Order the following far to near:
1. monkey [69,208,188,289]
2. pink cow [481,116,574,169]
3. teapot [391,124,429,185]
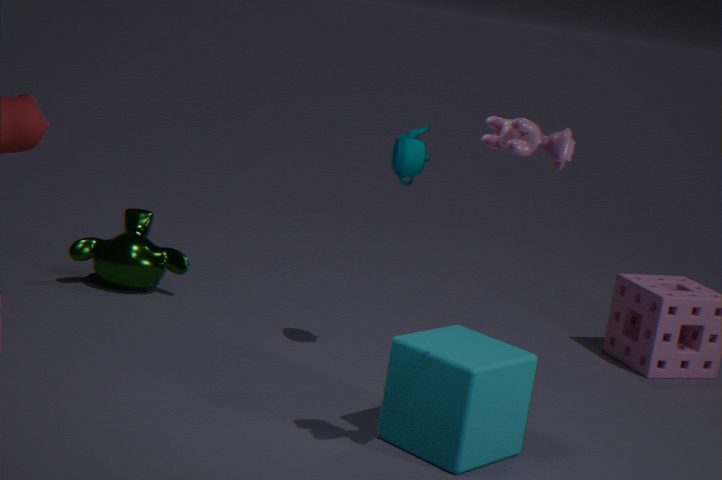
monkey [69,208,188,289]
teapot [391,124,429,185]
pink cow [481,116,574,169]
